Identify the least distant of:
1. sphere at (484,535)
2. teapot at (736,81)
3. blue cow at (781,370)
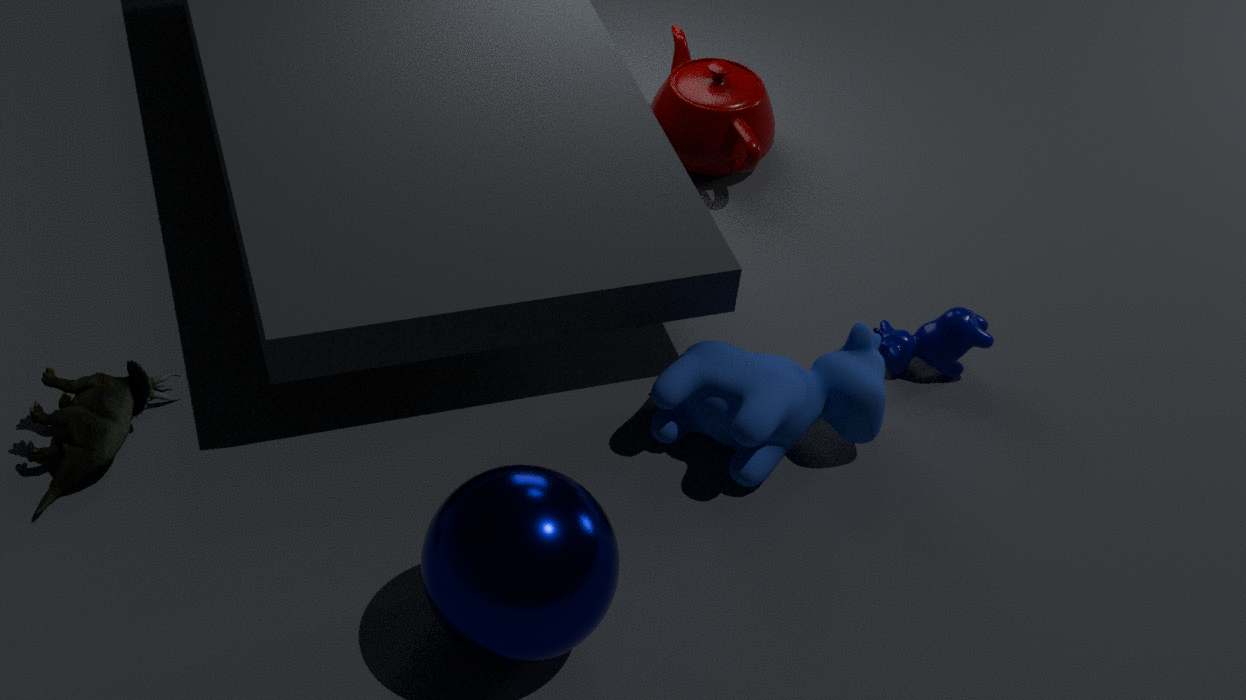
sphere at (484,535)
